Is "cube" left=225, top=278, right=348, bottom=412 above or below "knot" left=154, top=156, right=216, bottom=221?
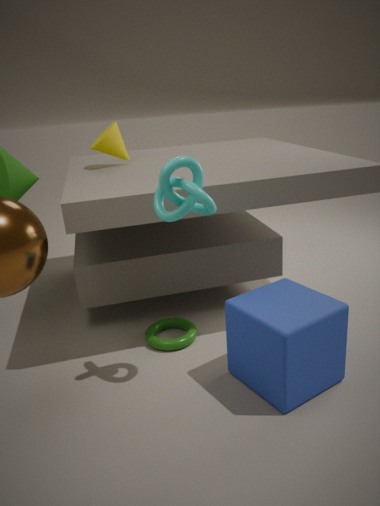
below
